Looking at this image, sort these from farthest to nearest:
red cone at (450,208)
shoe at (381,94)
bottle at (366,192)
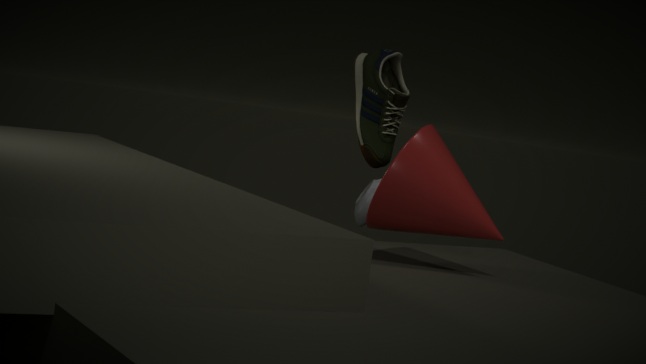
1. shoe at (381,94)
2. bottle at (366,192)
3. red cone at (450,208)
